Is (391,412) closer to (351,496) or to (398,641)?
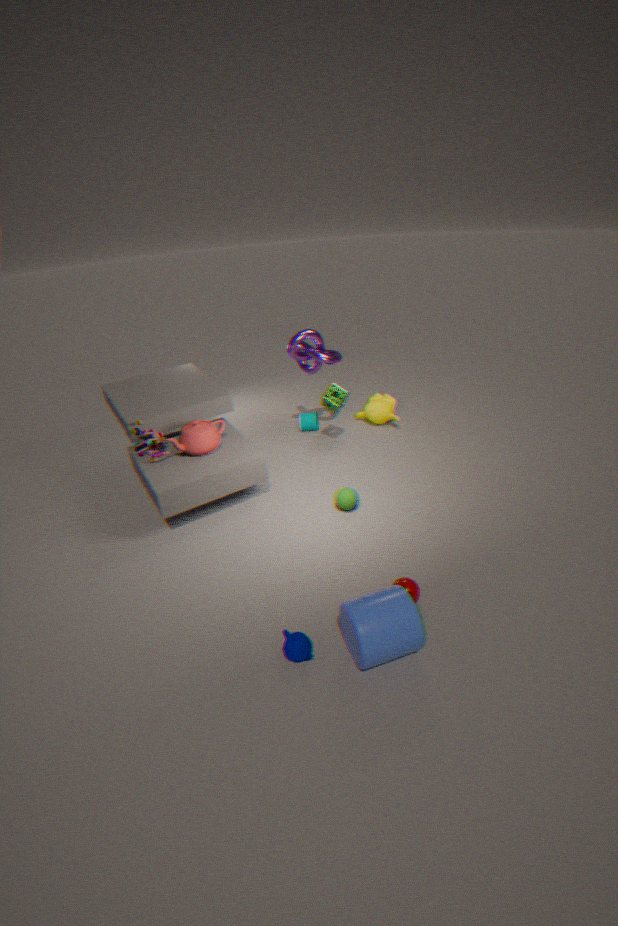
(351,496)
